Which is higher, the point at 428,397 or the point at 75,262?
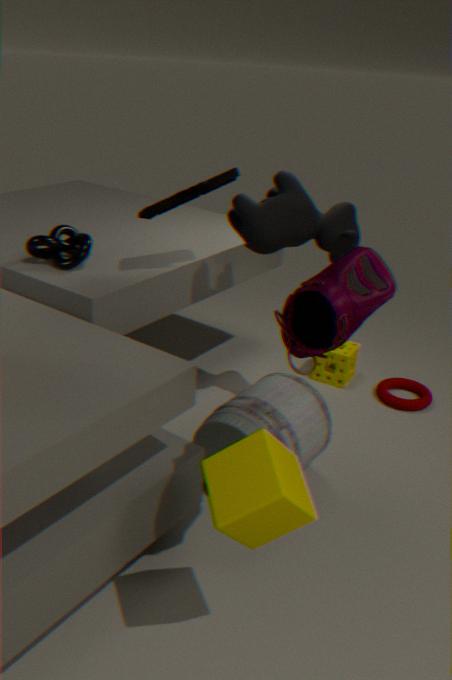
the point at 75,262
